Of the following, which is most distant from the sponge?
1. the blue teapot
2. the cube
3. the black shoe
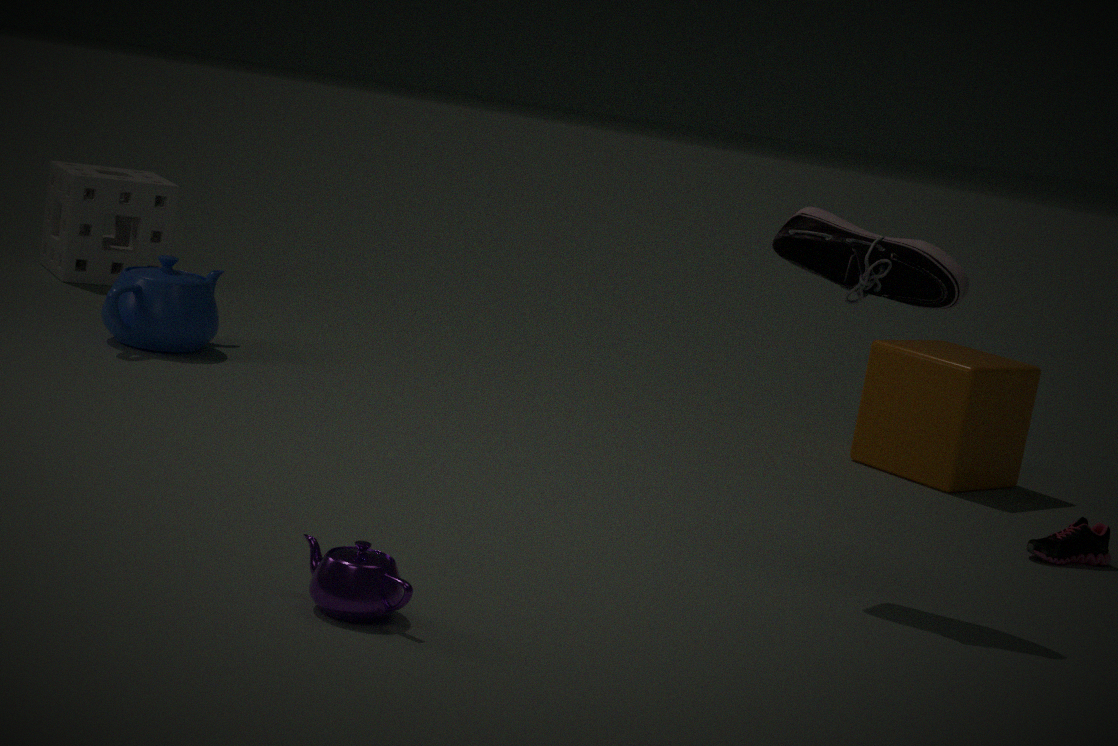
the black shoe
